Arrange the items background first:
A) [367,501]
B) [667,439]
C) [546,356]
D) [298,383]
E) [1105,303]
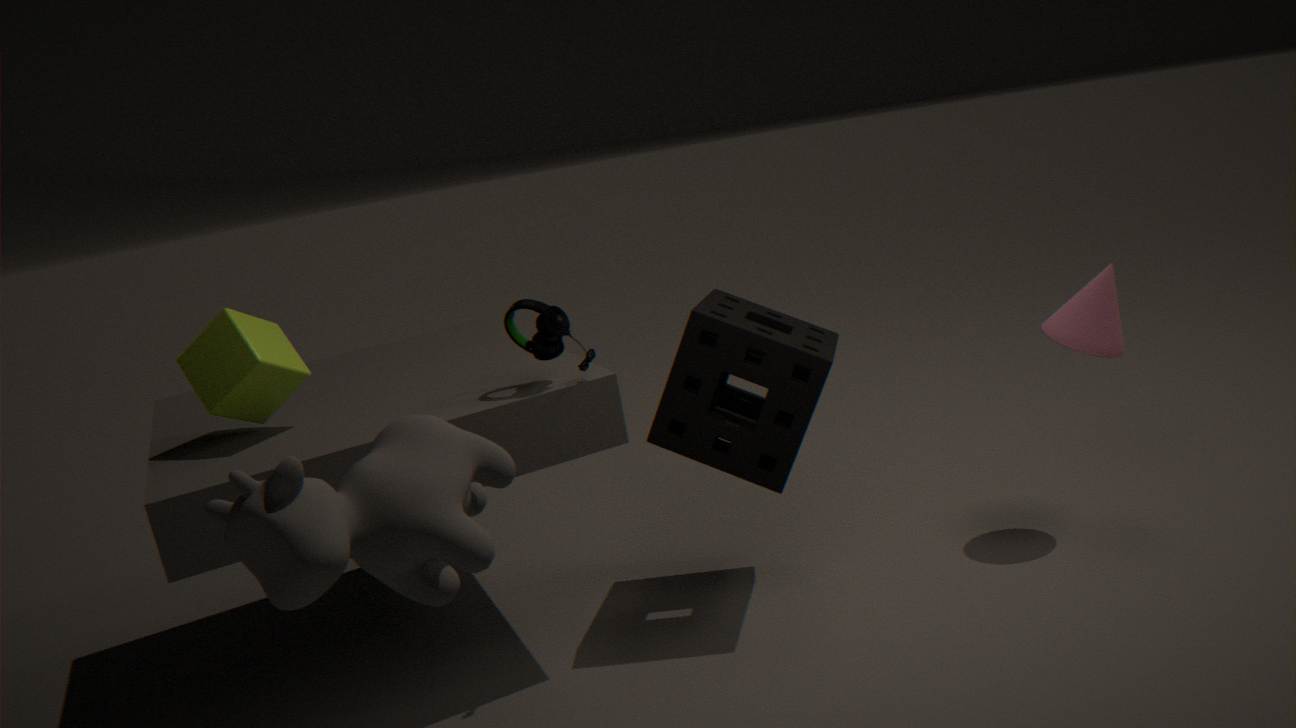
[1105,303] → [667,439] → [298,383] → [546,356] → [367,501]
